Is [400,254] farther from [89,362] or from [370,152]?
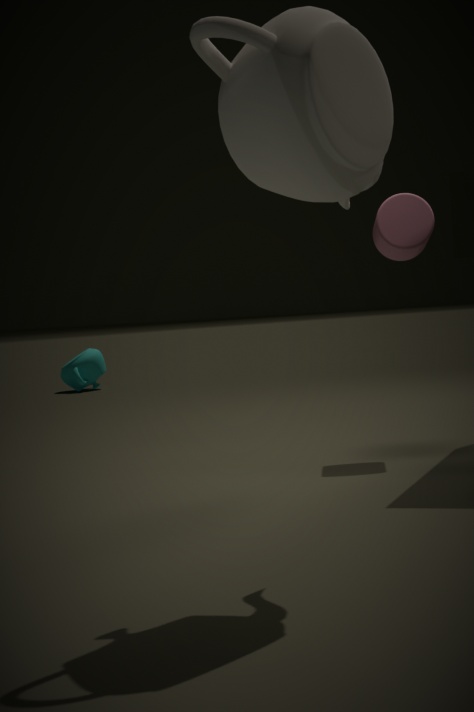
[89,362]
